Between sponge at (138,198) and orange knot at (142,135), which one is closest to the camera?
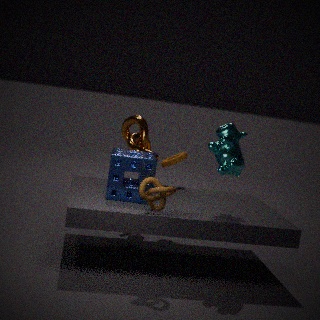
sponge at (138,198)
